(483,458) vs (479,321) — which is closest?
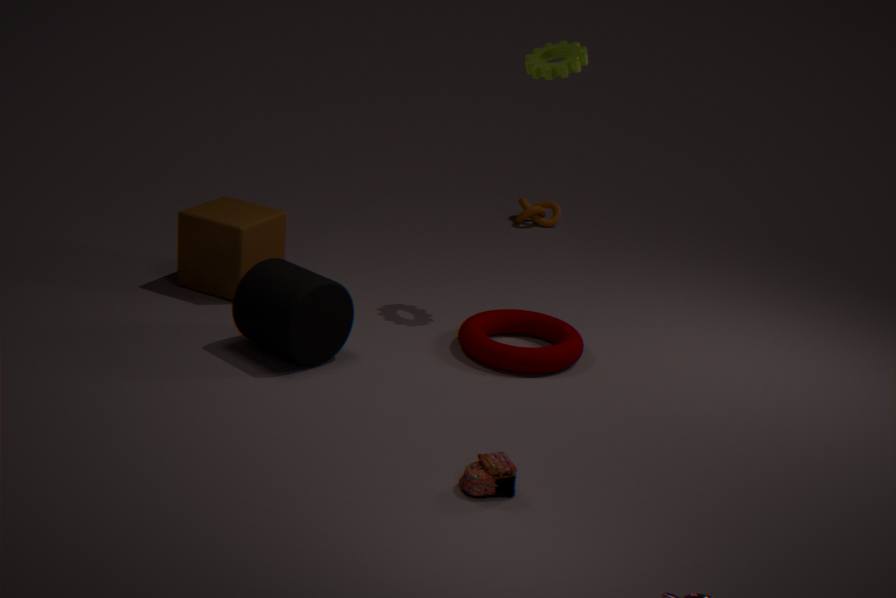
(483,458)
